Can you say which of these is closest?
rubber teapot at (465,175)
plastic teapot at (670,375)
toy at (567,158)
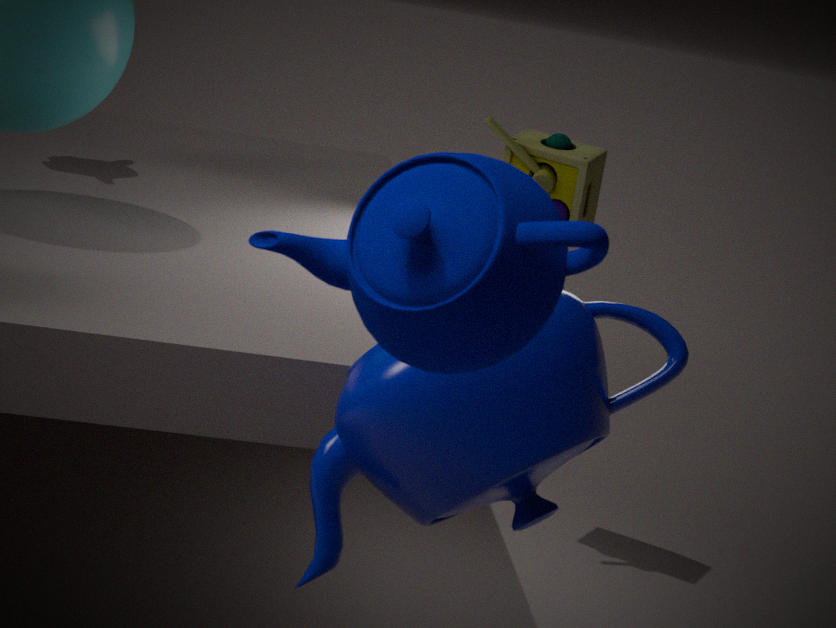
rubber teapot at (465,175)
